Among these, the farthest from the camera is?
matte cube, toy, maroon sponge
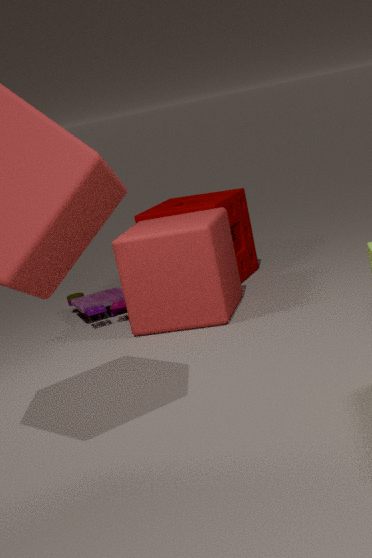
maroon sponge
